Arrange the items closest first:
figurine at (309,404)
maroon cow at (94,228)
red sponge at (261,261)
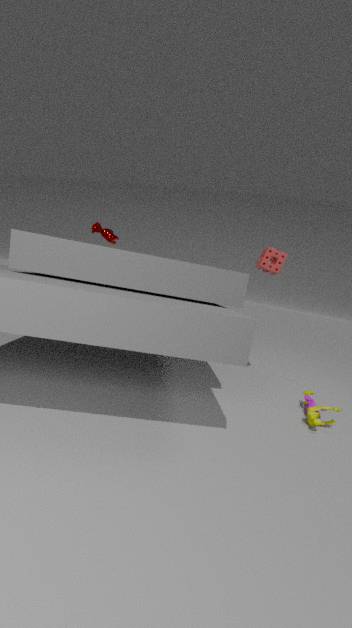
figurine at (309,404), red sponge at (261,261), maroon cow at (94,228)
